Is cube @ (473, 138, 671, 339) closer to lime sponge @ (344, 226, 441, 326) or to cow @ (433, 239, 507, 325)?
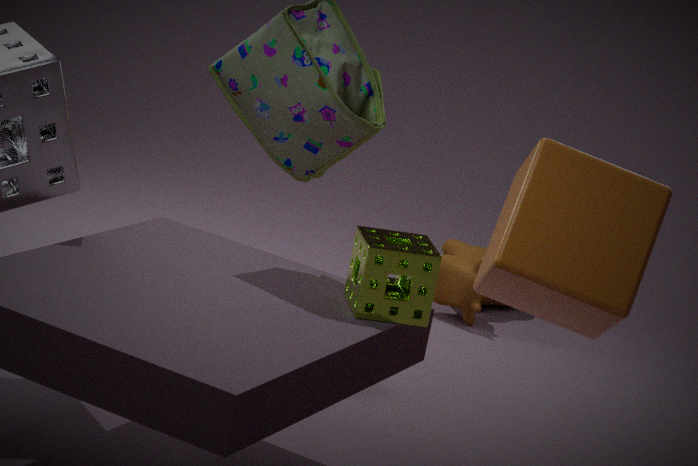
lime sponge @ (344, 226, 441, 326)
